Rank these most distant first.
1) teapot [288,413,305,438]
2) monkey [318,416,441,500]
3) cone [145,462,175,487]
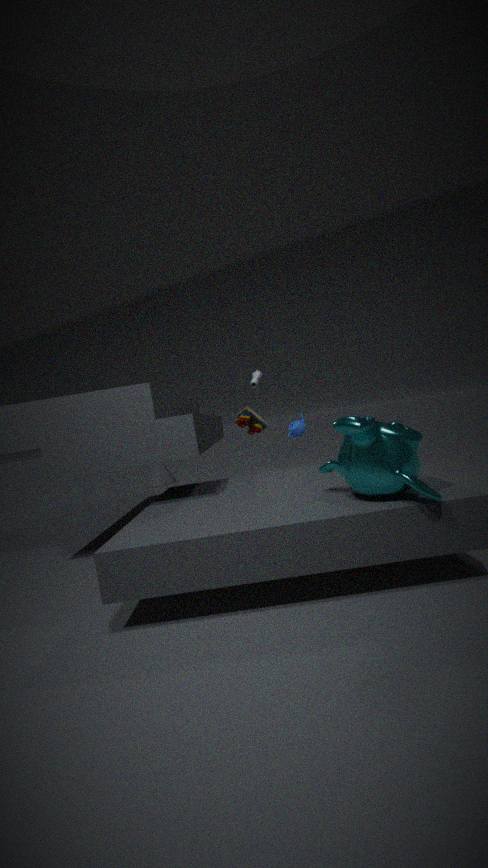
1. 3. cone [145,462,175,487]
2. 1. teapot [288,413,305,438]
3. 2. monkey [318,416,441,500]
